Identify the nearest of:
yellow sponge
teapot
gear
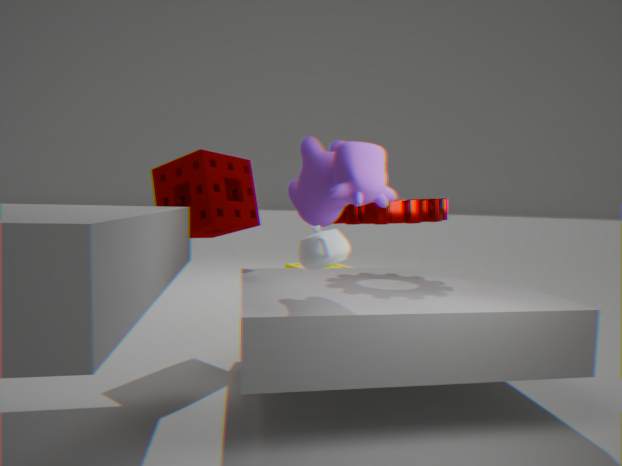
teapot
